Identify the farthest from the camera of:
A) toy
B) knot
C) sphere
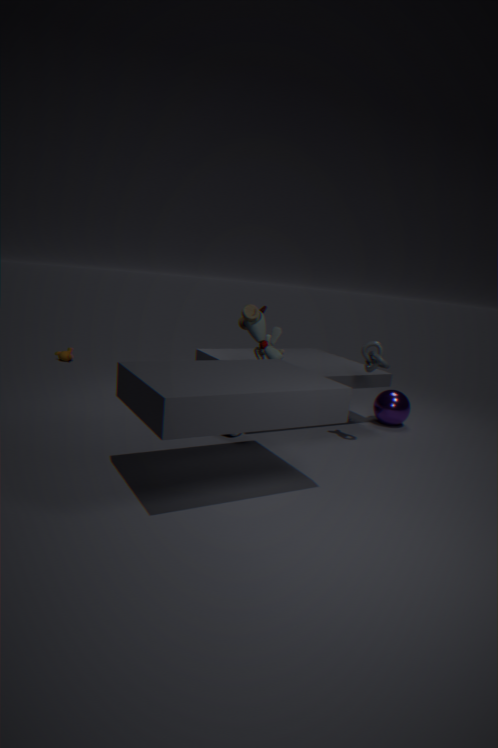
sphere
